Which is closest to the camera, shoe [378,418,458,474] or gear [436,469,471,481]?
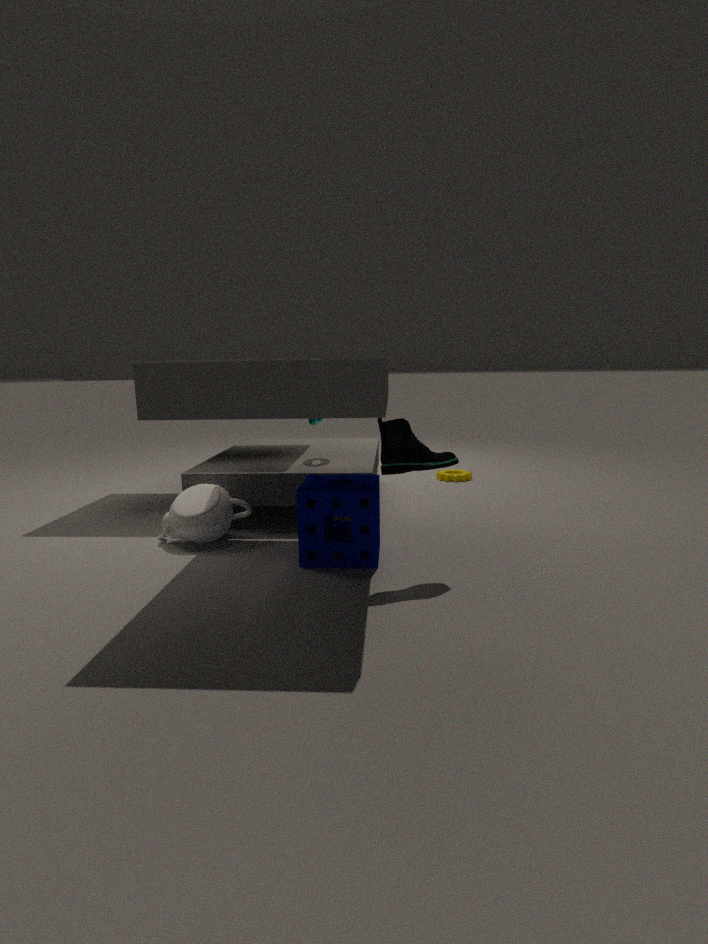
shoe [378,418,458,474]
